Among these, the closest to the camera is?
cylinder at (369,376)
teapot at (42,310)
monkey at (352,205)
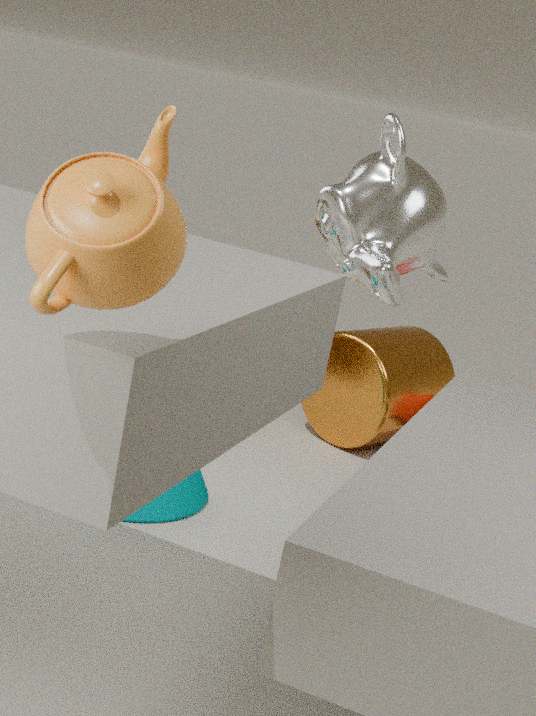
teapot at (42,310)
